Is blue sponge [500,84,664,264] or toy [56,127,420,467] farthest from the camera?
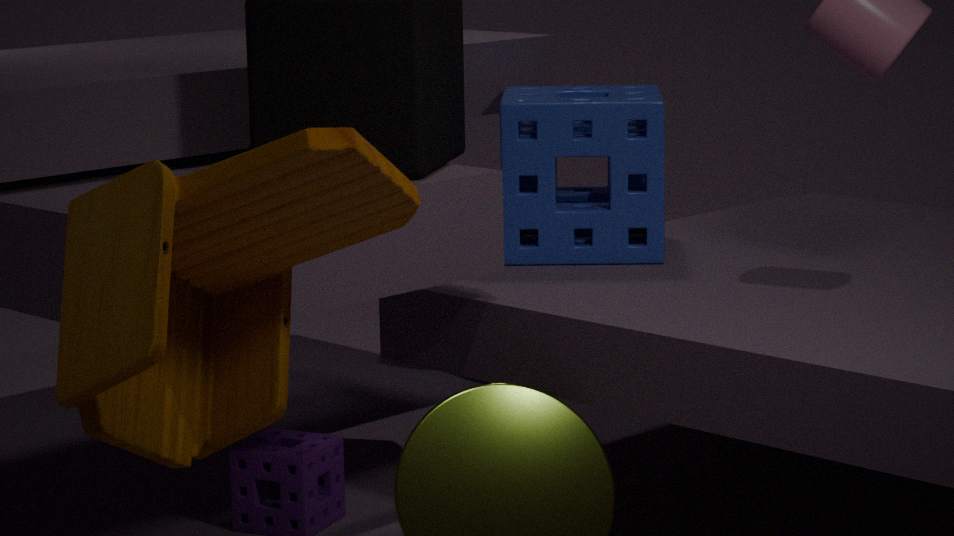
blue sponge [500,84,664,264]
